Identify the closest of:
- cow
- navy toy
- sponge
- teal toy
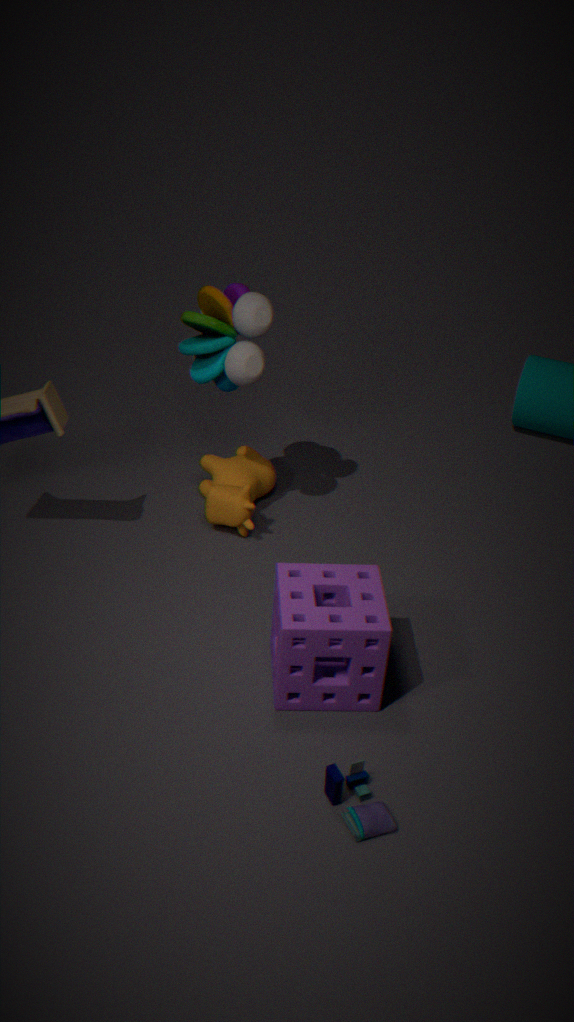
navy toy
